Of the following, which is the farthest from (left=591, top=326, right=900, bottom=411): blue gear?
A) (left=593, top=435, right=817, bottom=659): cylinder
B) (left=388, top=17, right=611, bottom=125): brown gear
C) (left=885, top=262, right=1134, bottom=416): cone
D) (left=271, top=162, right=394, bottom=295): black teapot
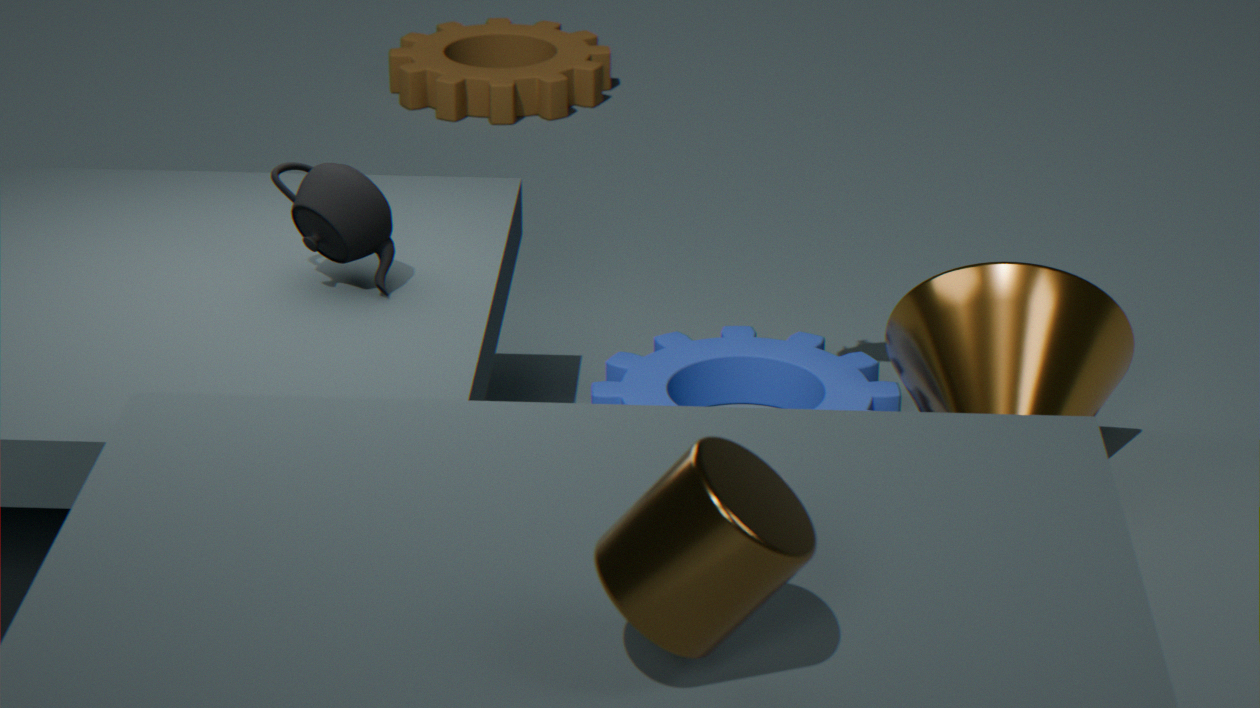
(left=388, top=17, right=611, bottom=125): brown gear
